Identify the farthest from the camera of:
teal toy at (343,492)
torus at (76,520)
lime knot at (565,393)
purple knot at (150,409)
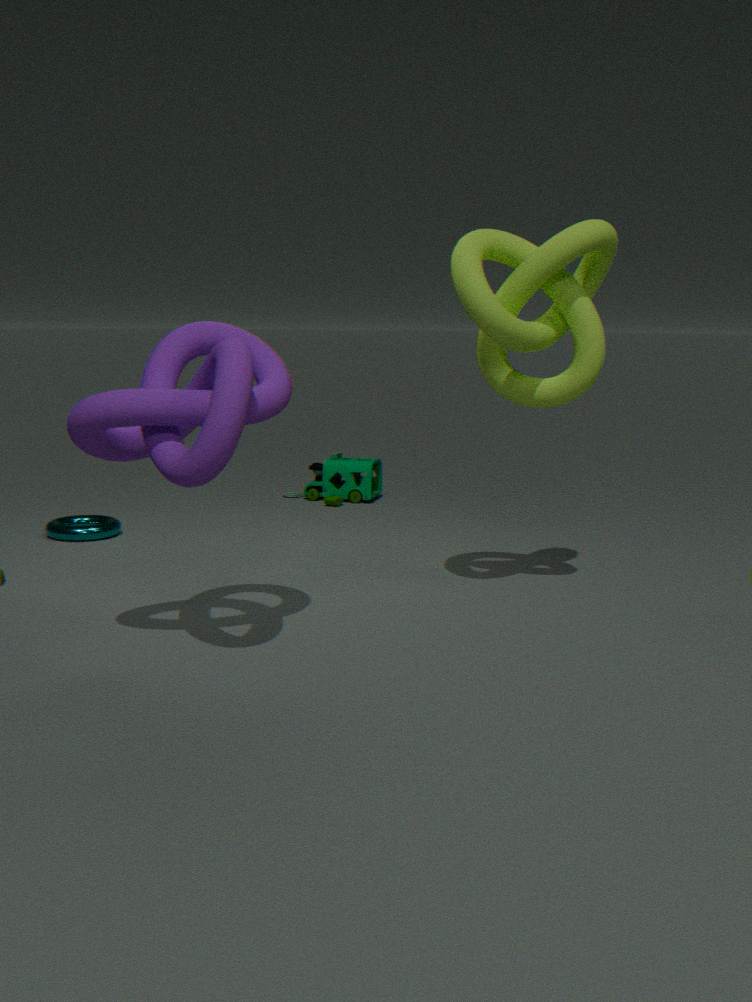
teal toy at (343,492)
